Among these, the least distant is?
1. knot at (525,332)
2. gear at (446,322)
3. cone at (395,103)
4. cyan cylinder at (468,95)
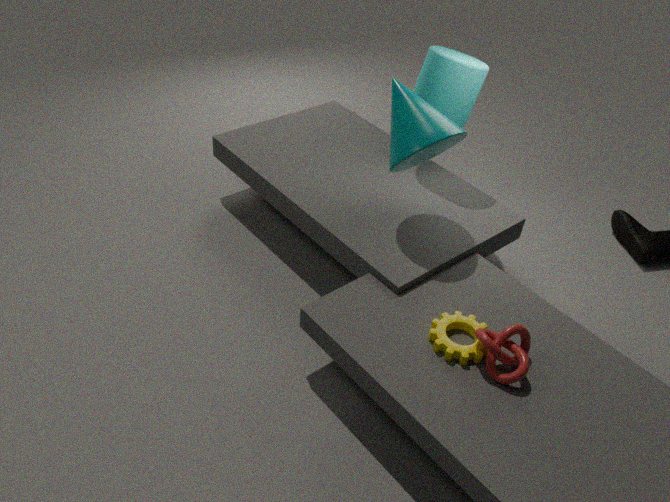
knot at (525,332)
